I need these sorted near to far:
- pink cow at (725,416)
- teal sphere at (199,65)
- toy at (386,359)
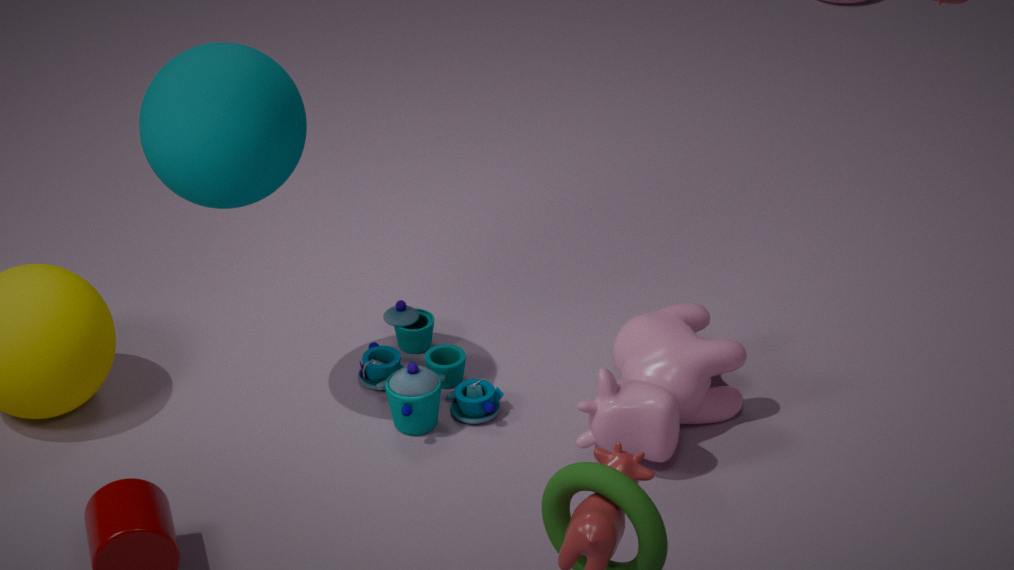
teal sphere at (199,65) < pink cow at (725,416) < toy at (386,359)
